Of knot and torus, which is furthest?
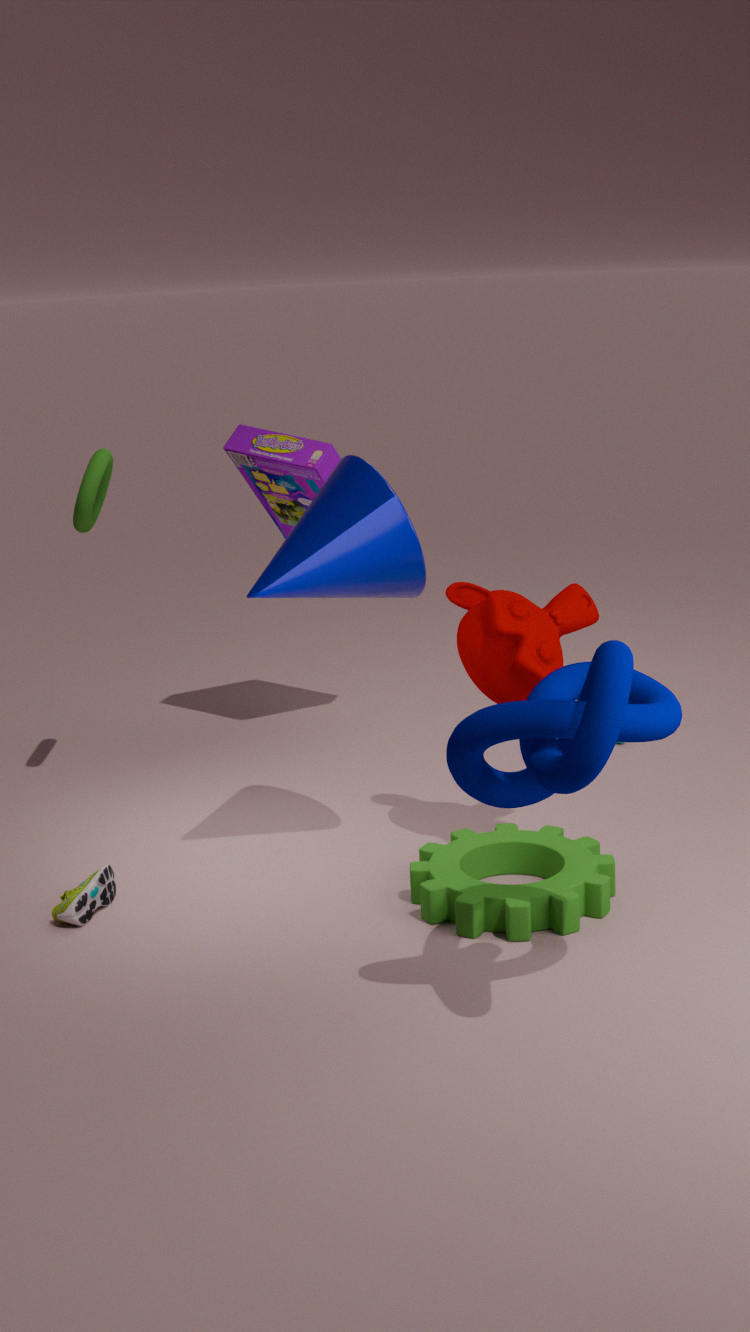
torus
